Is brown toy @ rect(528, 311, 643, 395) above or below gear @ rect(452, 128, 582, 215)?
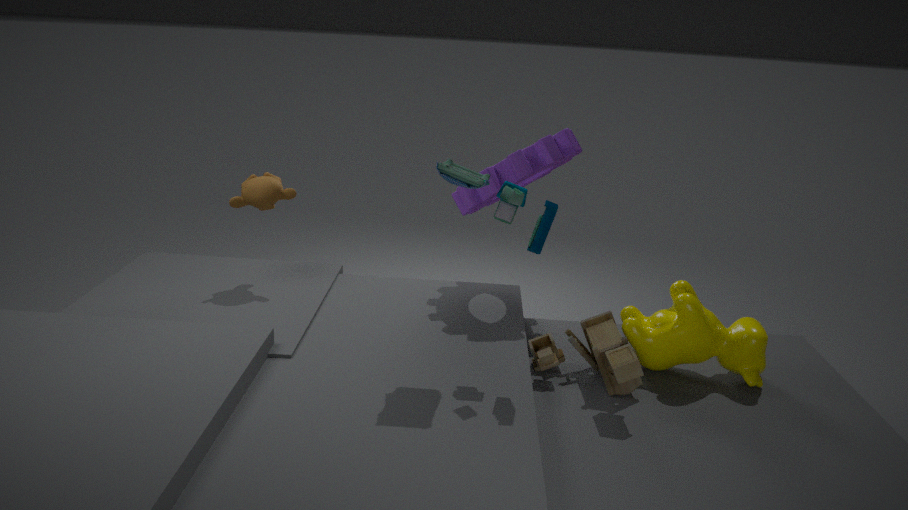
below
